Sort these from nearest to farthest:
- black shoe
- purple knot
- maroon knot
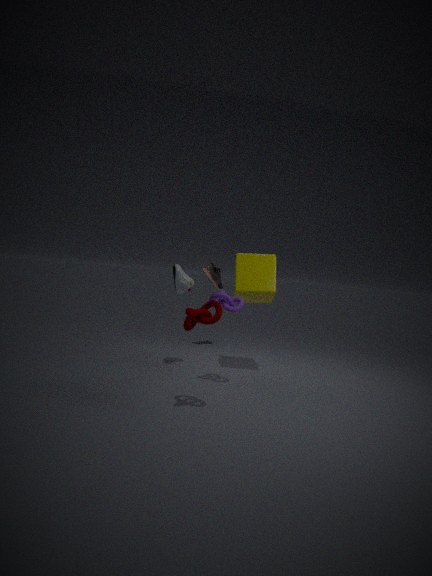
maroon knot
purple knot
black shoe
